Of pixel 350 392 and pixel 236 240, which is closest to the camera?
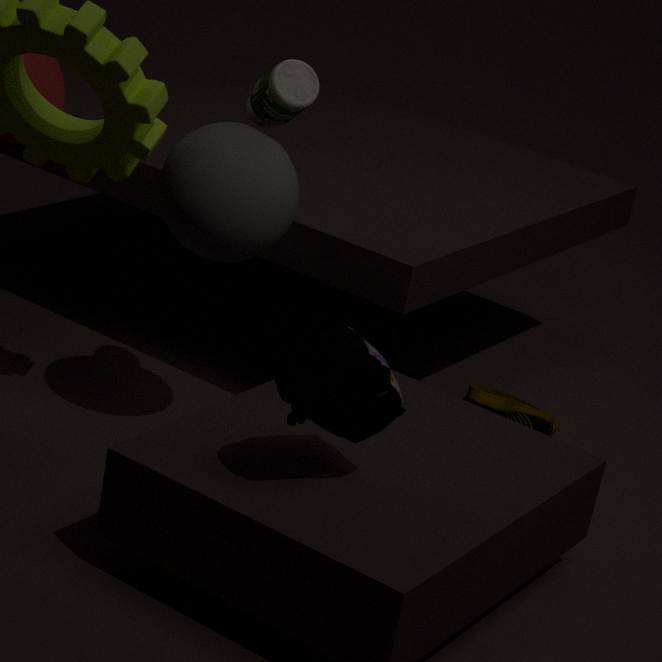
pixel 350 392
